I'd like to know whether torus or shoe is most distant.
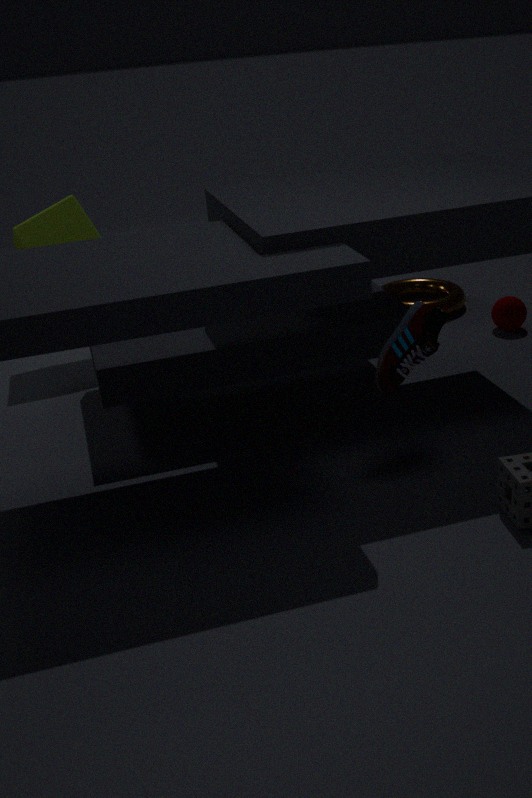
torus
